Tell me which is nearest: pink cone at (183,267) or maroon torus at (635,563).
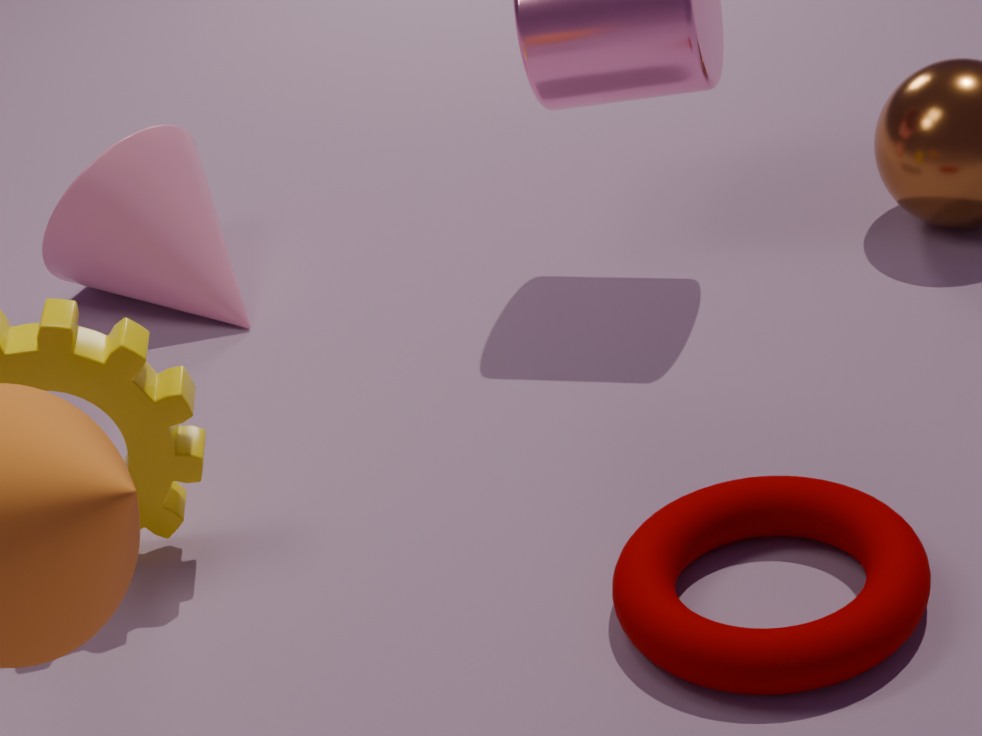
maroon torus at (635,563)
